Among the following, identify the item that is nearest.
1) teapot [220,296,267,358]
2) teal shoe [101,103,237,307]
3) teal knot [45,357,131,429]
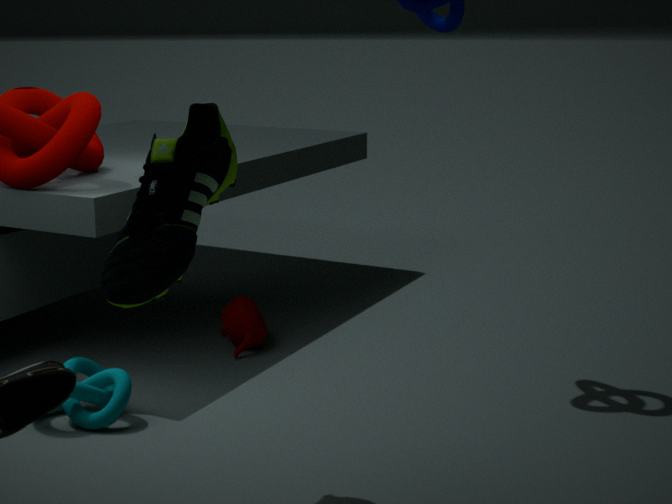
2. teal shoe [101,103,237,307]
